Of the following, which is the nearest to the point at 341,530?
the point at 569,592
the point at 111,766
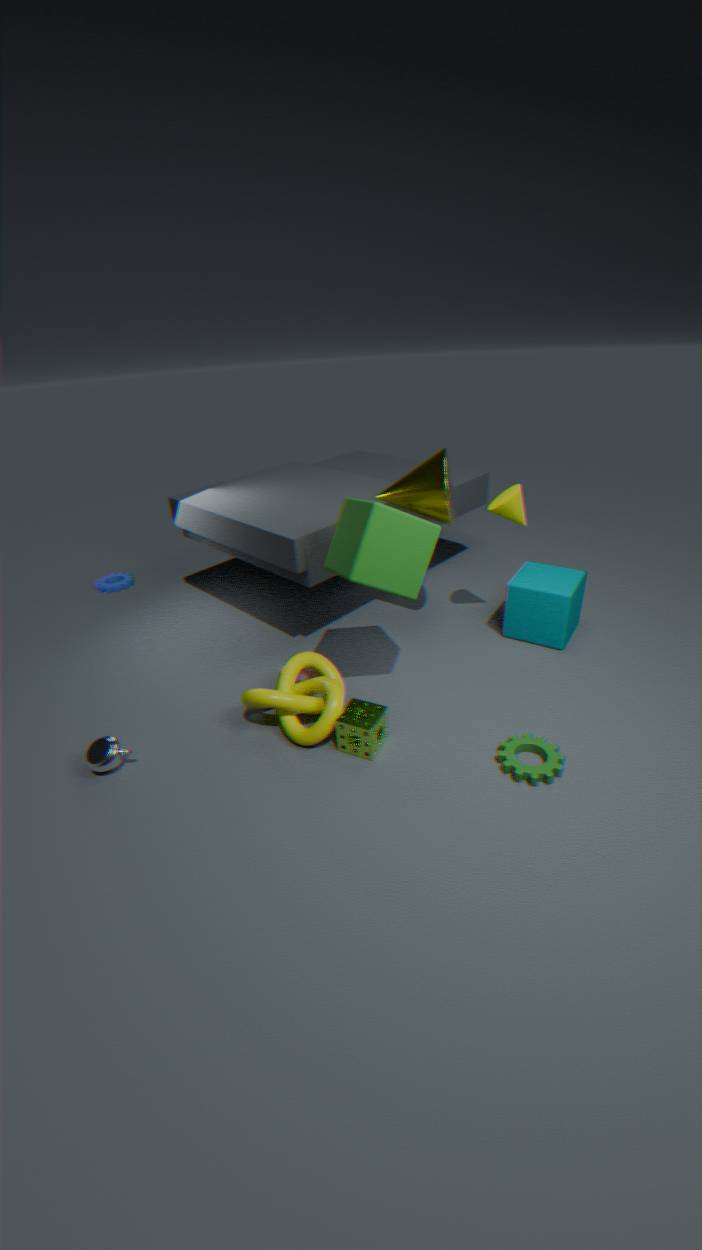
the point at 569,592
